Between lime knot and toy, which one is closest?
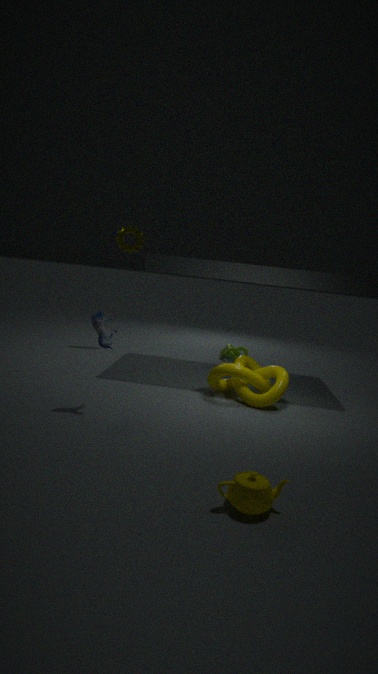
toy
